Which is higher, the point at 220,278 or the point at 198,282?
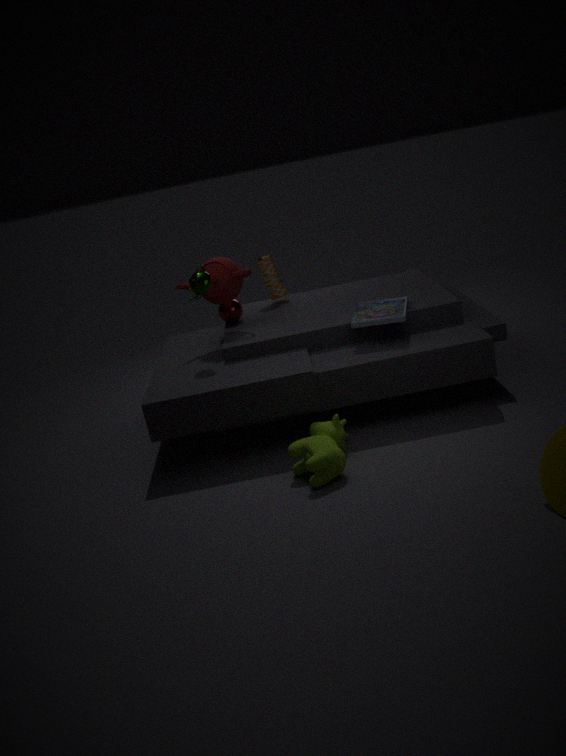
the point at 198,282
